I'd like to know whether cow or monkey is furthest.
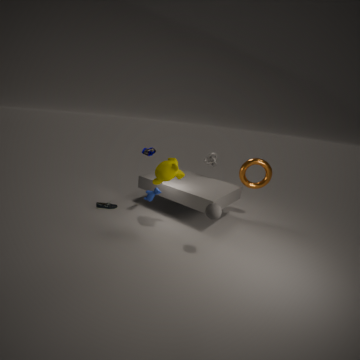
cow
